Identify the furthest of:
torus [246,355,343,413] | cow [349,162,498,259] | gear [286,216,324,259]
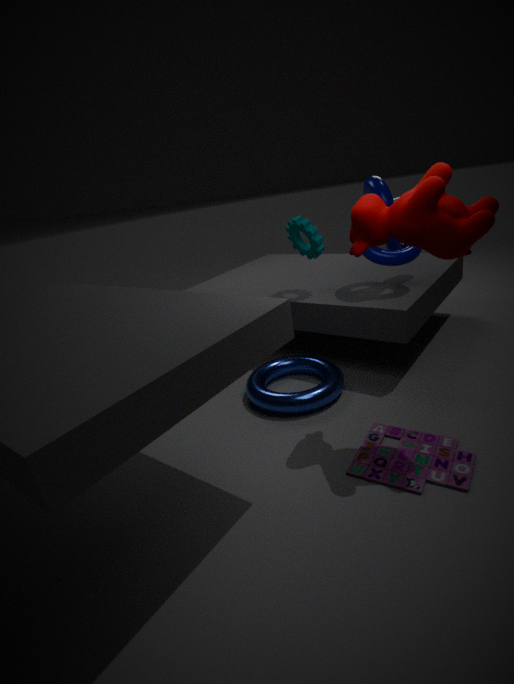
gear [286,216,324,259]
